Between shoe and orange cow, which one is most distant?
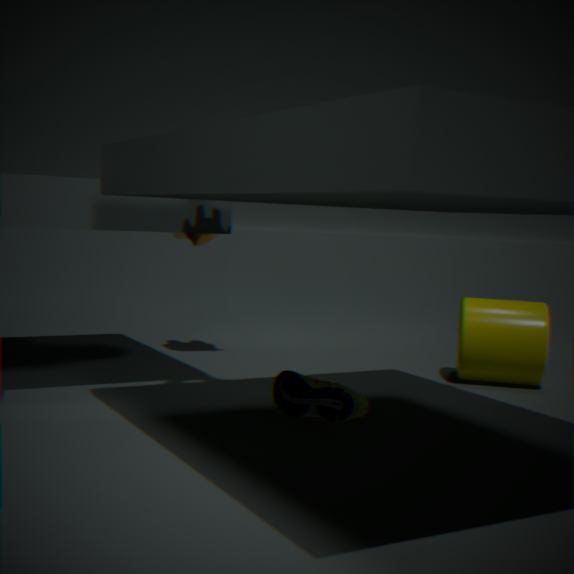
orange cow
